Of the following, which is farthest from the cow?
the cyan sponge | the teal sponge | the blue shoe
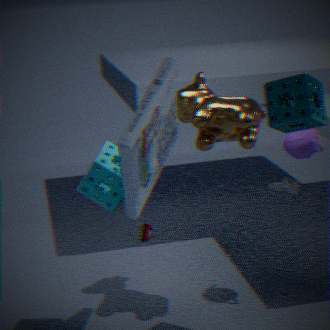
the blue shoe
